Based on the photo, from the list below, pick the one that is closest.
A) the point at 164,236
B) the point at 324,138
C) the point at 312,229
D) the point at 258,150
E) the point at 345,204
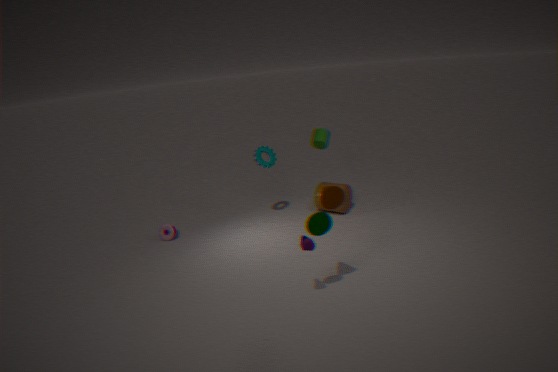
the point at 312,229
